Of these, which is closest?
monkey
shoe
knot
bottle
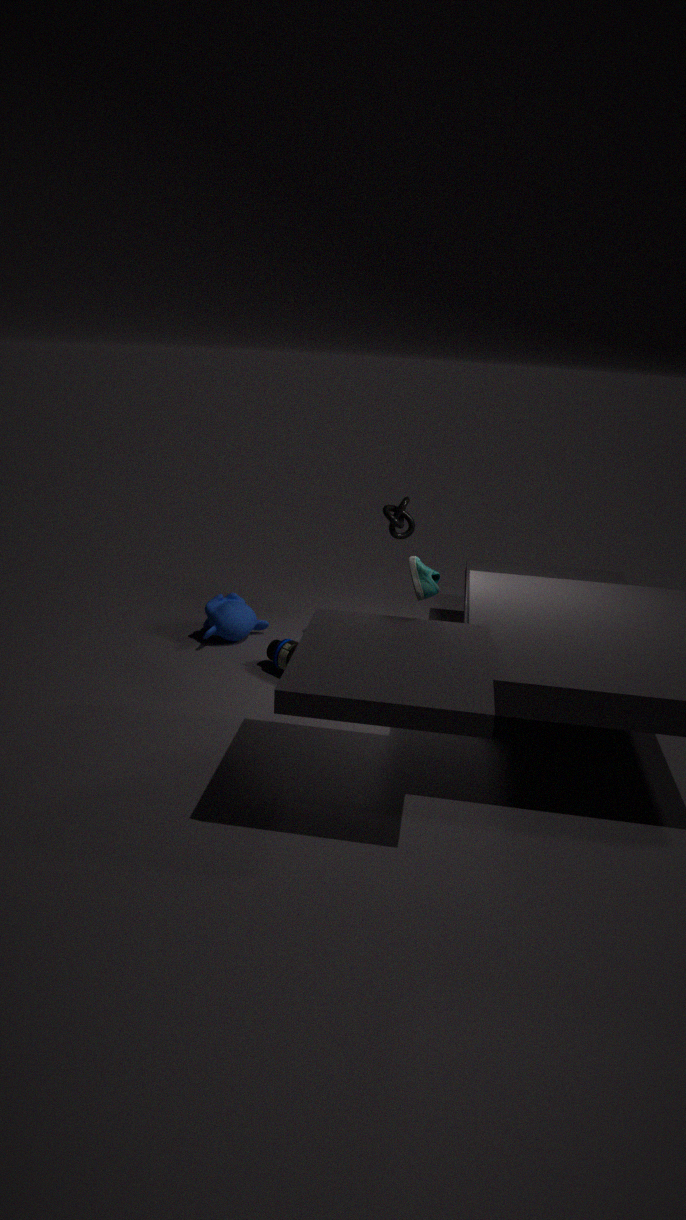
shoe
